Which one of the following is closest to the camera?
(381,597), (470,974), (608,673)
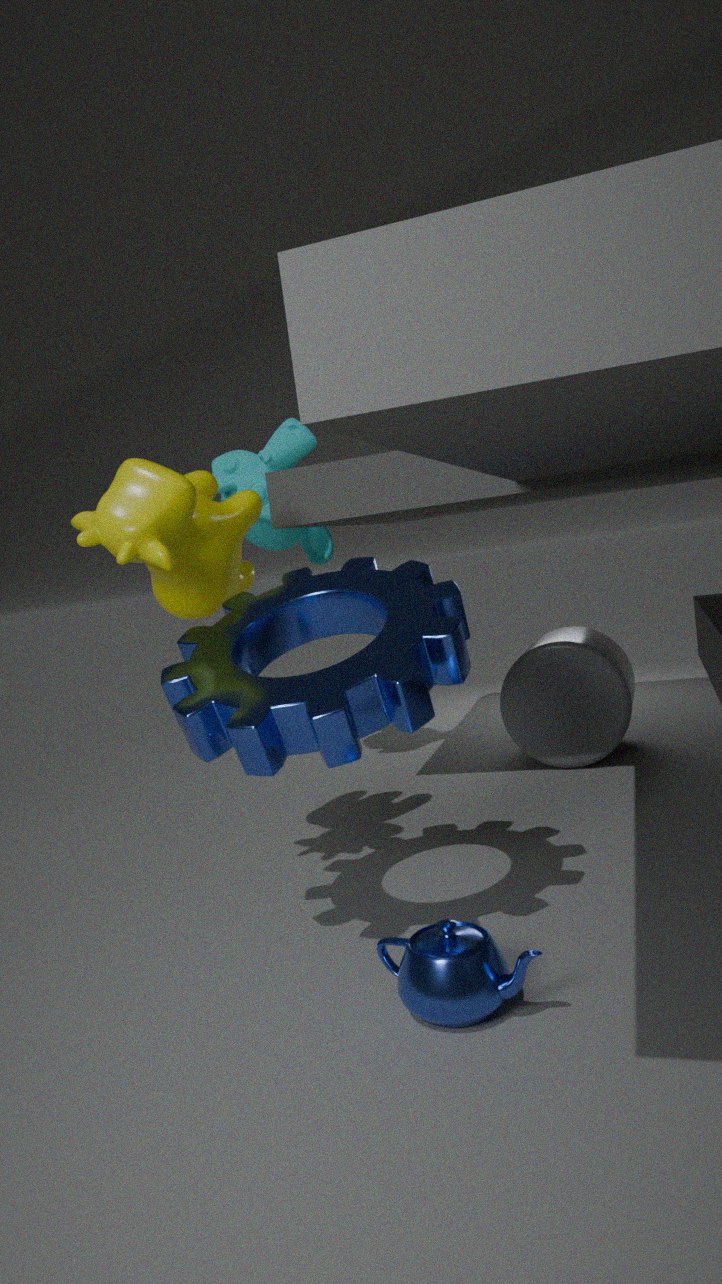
(470,974)
